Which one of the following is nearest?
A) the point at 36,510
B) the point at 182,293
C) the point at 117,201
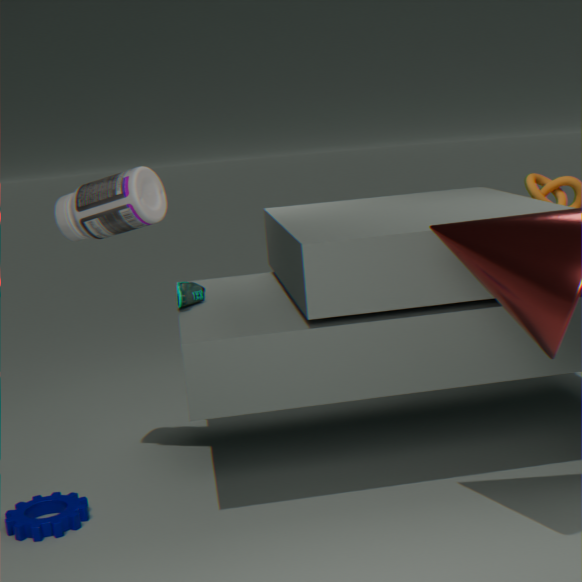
the point at 117,201
